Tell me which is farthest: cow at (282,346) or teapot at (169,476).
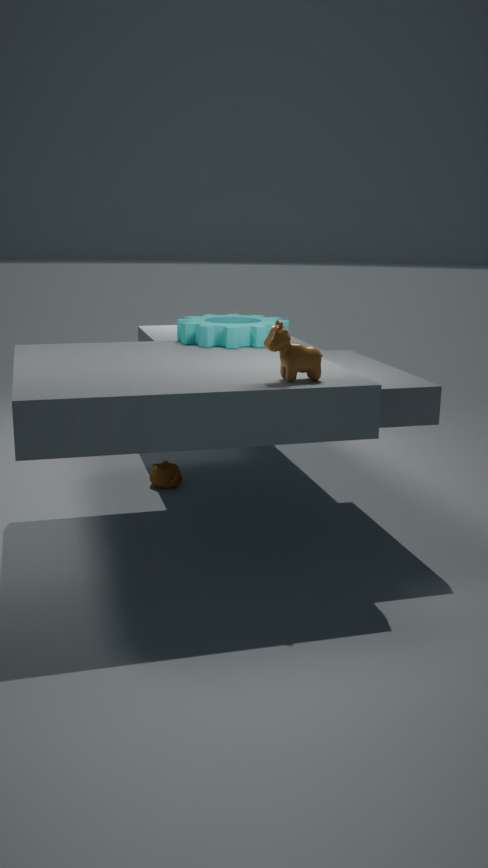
teapot at (169,476)
